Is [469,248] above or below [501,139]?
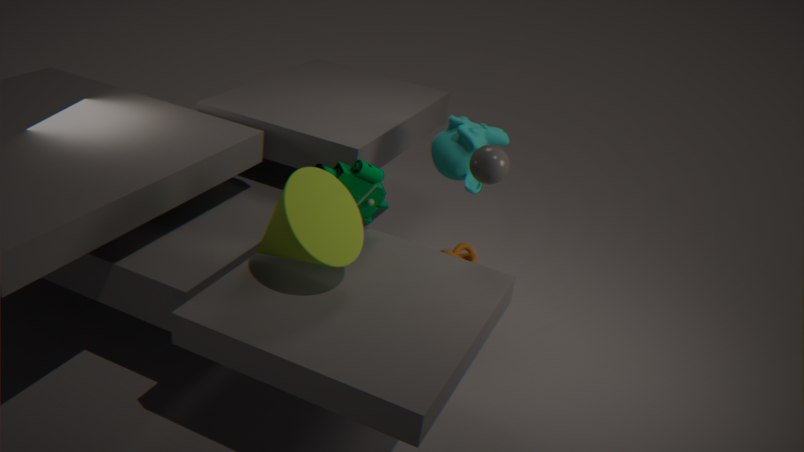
below
